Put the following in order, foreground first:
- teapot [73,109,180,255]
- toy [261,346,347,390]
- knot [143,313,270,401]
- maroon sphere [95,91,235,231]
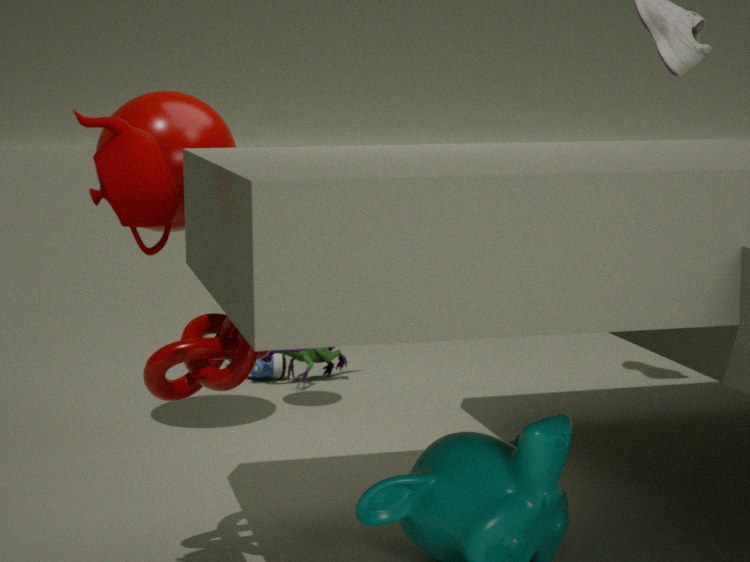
teapot [73,109,180,255] < knot [143,313,270,401] < maroon sphere [95,91,235,231] < toy [261,346,347,390]
